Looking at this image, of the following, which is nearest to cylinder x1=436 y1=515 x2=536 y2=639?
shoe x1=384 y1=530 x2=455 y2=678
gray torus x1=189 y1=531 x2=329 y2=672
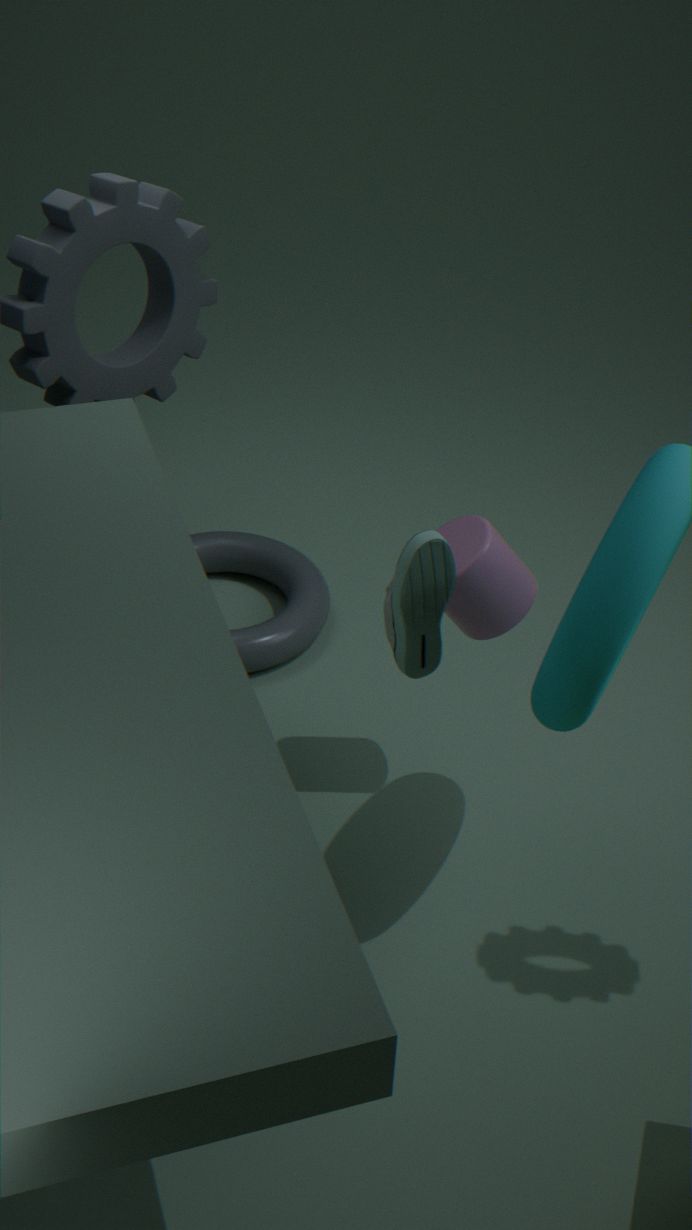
shoe x1=384 y1=530 x2=455 y2=678
